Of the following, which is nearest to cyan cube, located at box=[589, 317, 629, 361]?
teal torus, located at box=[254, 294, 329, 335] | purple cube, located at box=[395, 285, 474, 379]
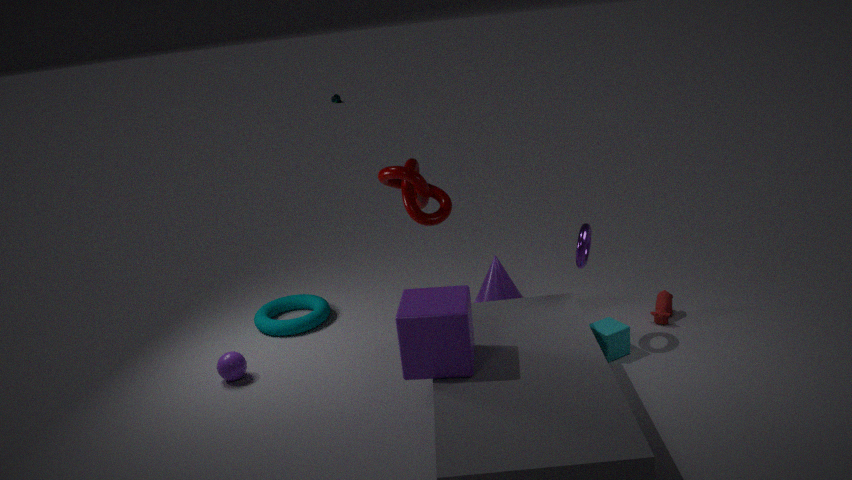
purple cube, located at box=[395, 285, 474, 379]
